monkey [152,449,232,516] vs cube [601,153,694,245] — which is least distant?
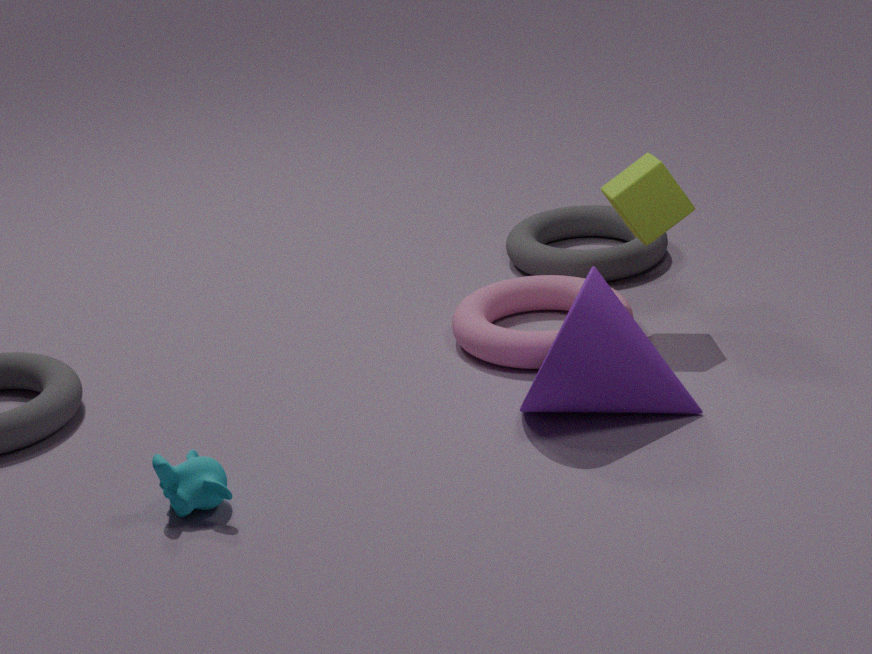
monkey [152,449,232,516]
